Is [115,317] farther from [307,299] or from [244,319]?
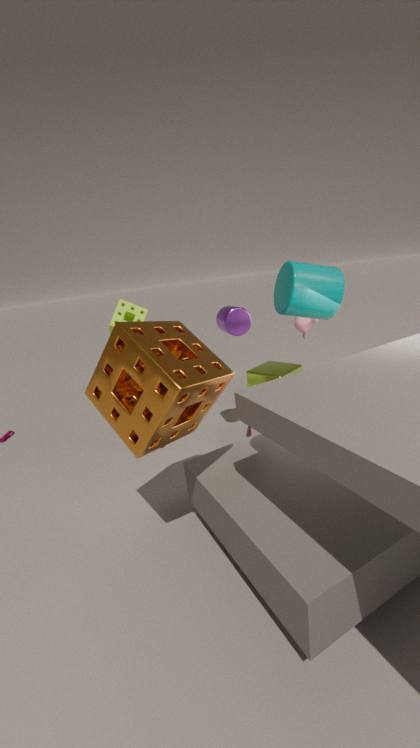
[307,299]
